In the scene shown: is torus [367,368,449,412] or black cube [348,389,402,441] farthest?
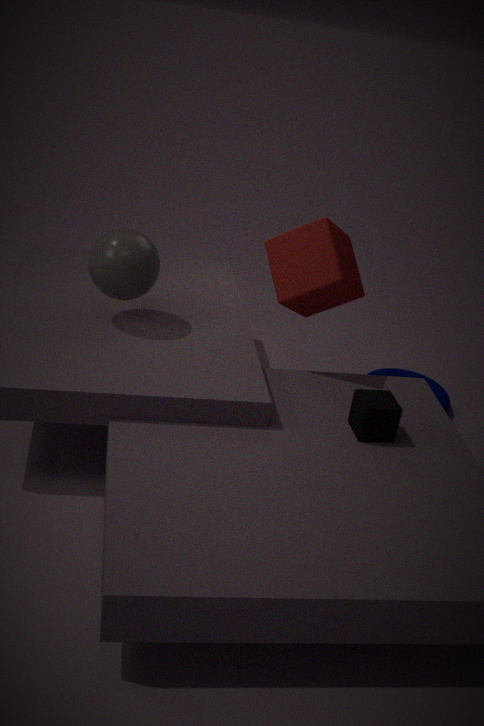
torus [367,368,449,412]
